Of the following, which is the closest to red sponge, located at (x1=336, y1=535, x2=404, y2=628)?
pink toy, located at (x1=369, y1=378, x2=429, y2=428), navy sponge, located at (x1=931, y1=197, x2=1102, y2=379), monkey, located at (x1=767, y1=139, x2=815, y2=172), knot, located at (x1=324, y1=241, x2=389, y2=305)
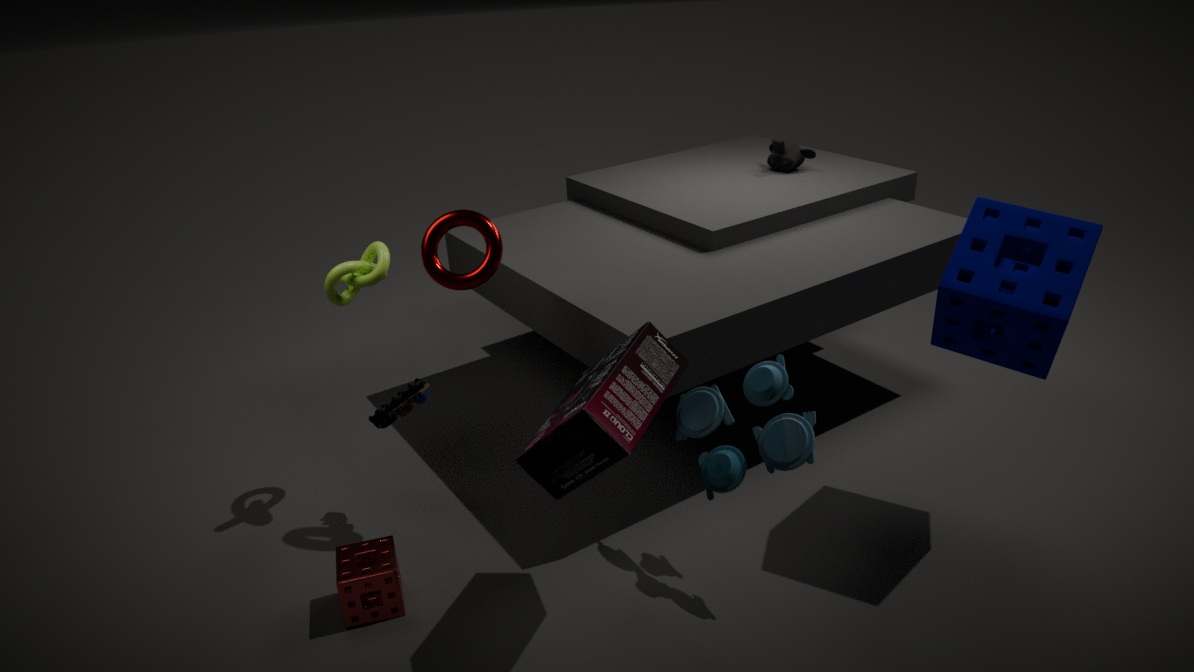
pink toy, located at (x1=369, y1=378, x2=429, y2=428)
